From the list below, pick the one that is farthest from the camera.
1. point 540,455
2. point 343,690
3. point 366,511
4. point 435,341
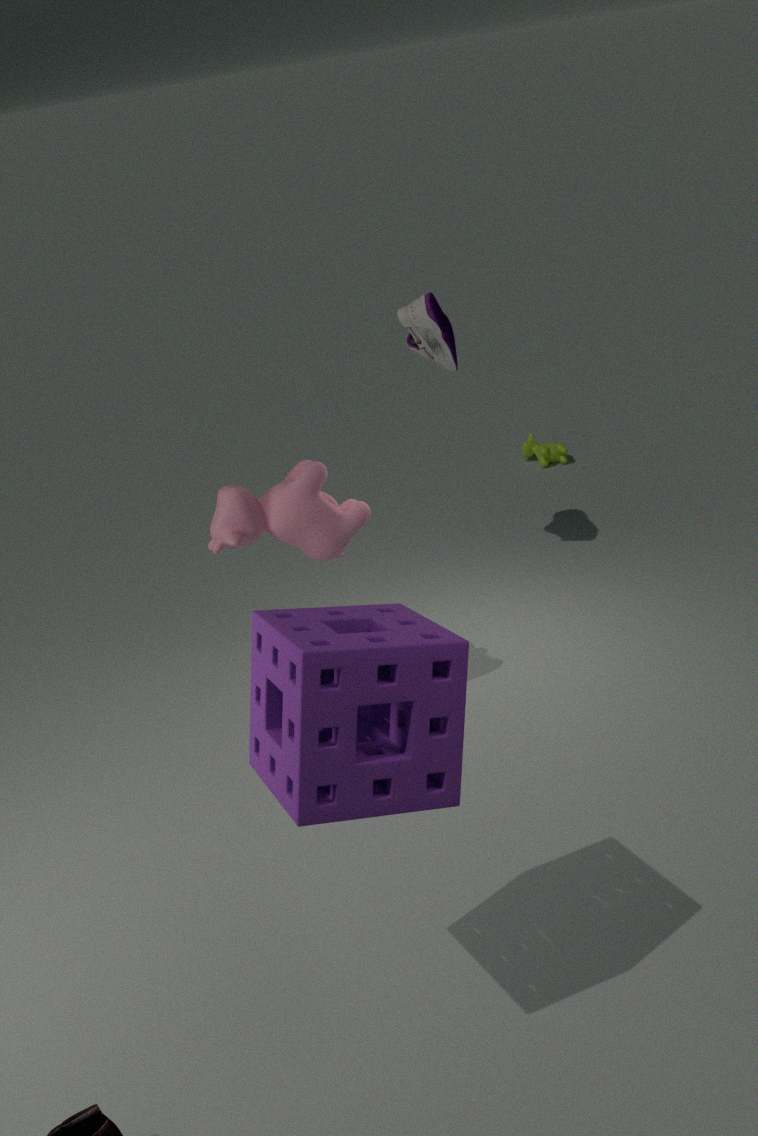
point 540,455
